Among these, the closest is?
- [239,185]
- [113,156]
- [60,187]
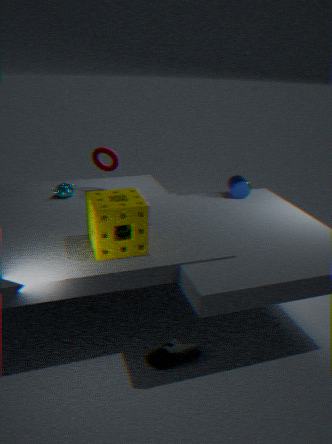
[239,185]
